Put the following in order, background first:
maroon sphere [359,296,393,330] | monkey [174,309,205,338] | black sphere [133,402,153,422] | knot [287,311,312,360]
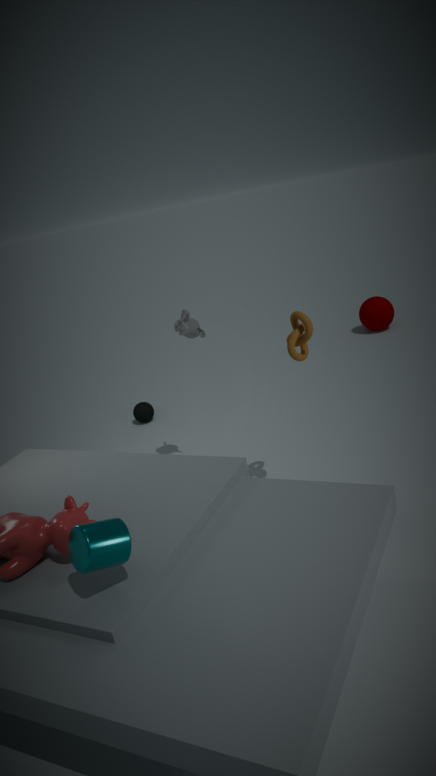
maroon sphere [359,296,393,330]
black sphere [133,402,153,422]
monkey [174,309,205,338]
knot [287,311,312,360]
